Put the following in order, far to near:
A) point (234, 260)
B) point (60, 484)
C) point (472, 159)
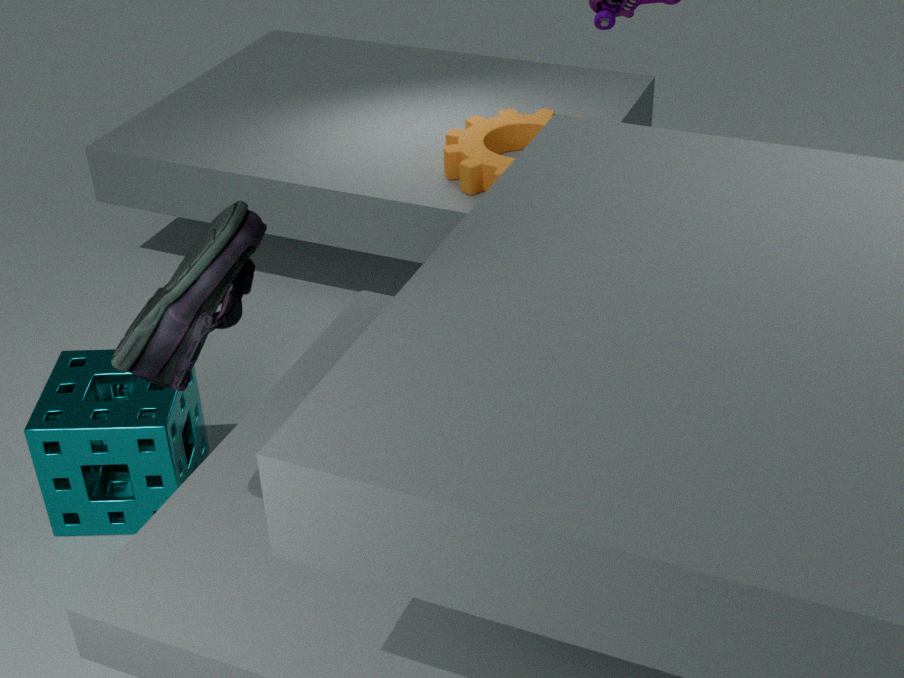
C. point (472, 159), B. point (60, 484), A. point (234, 260)
